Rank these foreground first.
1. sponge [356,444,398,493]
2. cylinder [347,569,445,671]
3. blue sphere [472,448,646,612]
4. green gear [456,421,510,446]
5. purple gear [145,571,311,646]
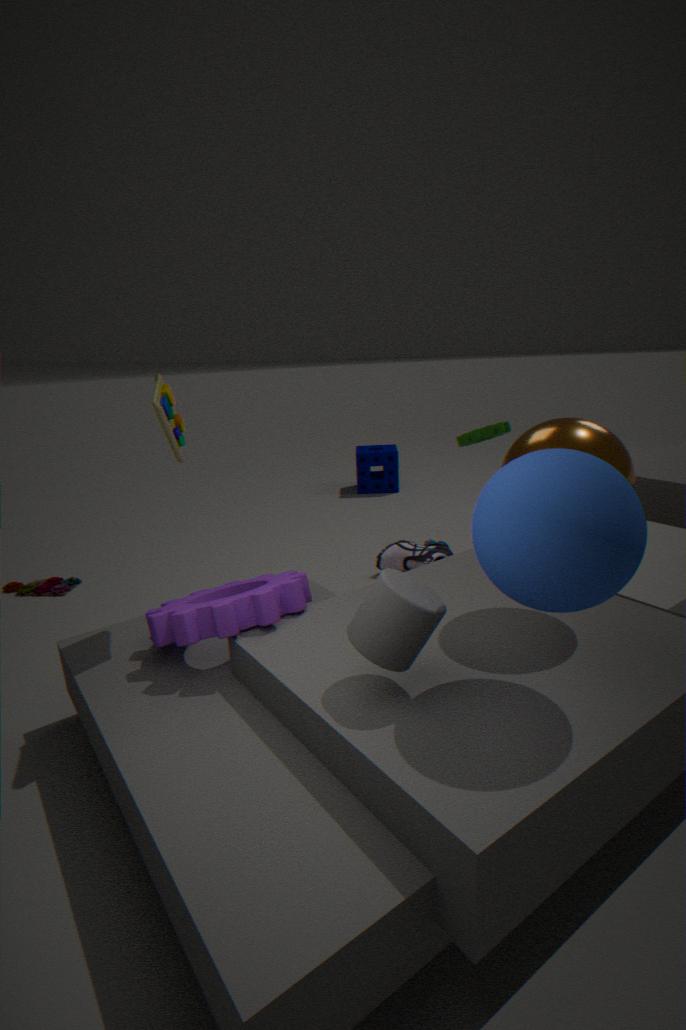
blue sphere [472,448,646,612]
cylinder [347,569,445,671]
purple gear [145,571,311,646]
green gear [456,421,510,446]
sponge [356,444,398,493]
